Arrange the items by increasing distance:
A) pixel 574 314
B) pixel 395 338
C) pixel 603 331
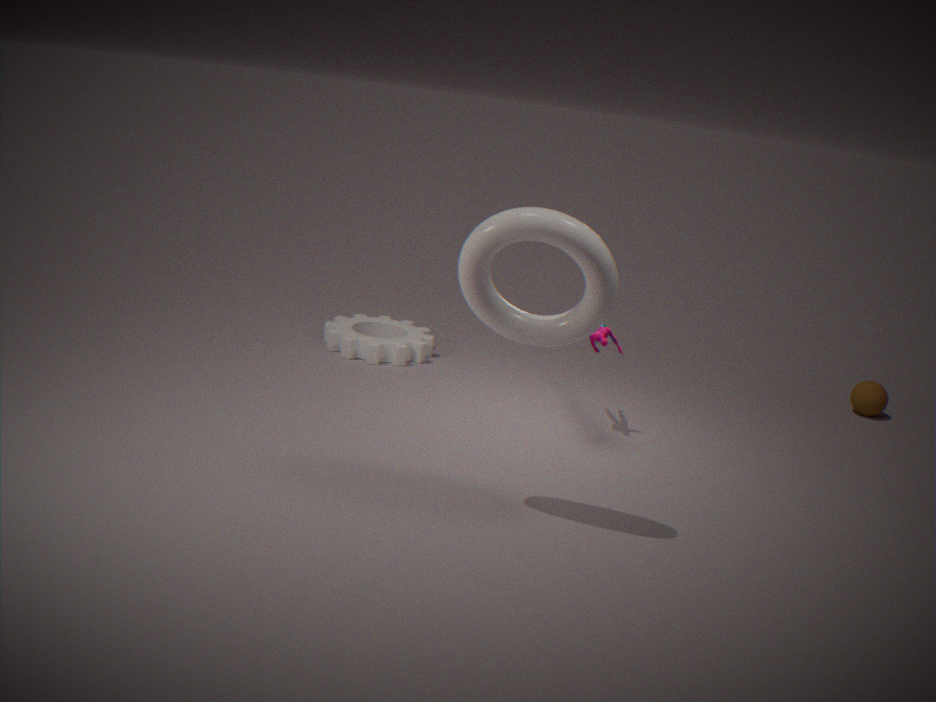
pixel 574 314 < pixel 603 331 < pixel 395 338
